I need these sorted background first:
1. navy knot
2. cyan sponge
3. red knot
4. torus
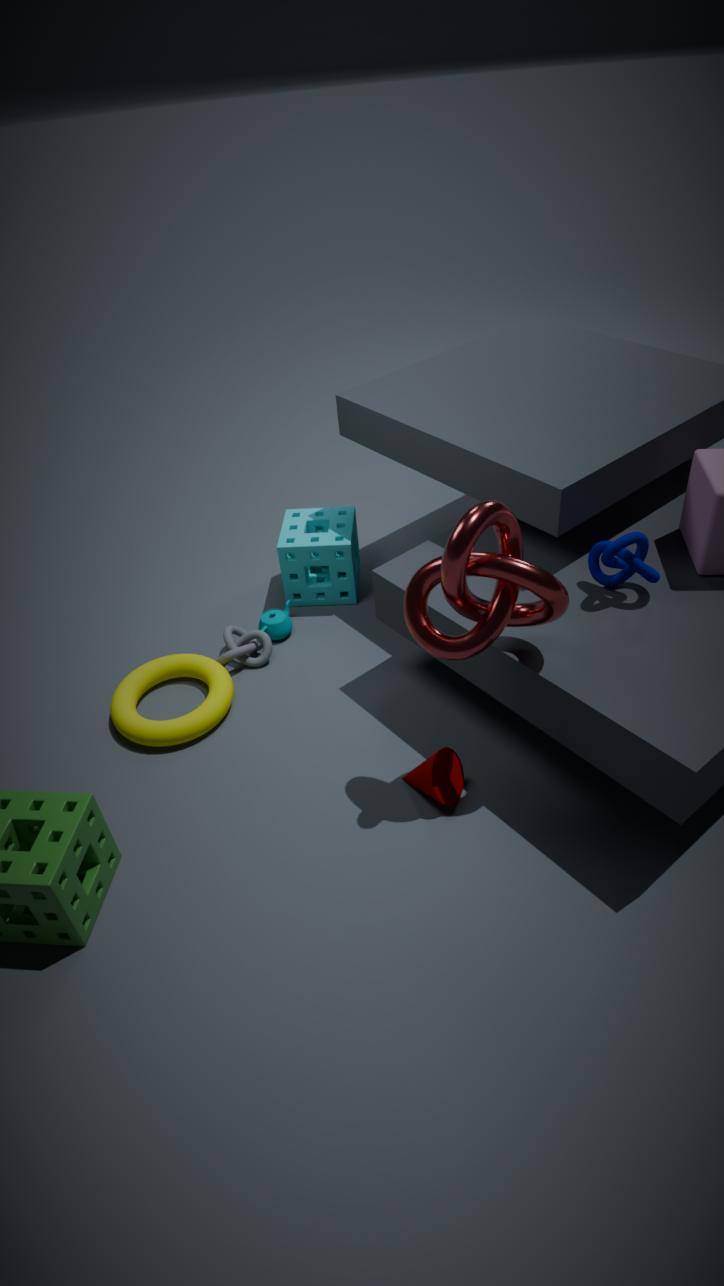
cyan sponge, torus, navy knot, red knot
